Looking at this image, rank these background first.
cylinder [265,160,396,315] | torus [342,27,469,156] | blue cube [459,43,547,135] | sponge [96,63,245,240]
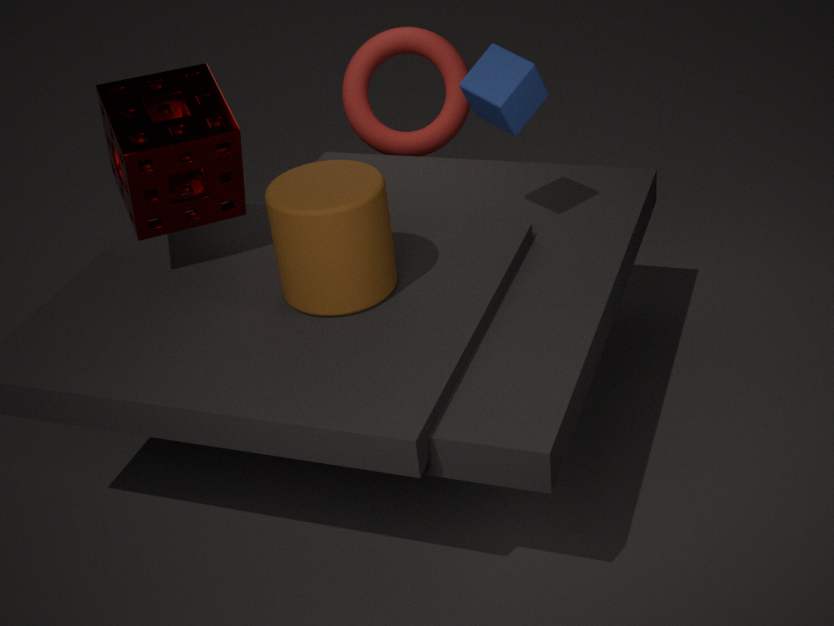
torus [342,27,469,156] → blue cube [459,43,547,135] → sponge [96,63,245,240] → cylinder [265,160,396,315]
